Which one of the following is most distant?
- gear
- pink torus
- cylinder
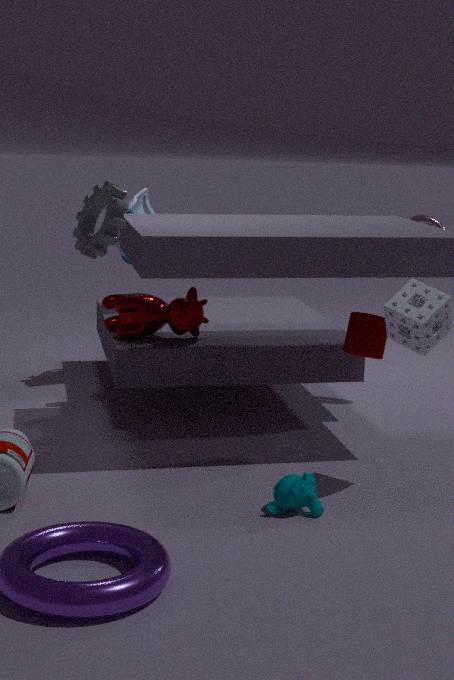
pink torus
